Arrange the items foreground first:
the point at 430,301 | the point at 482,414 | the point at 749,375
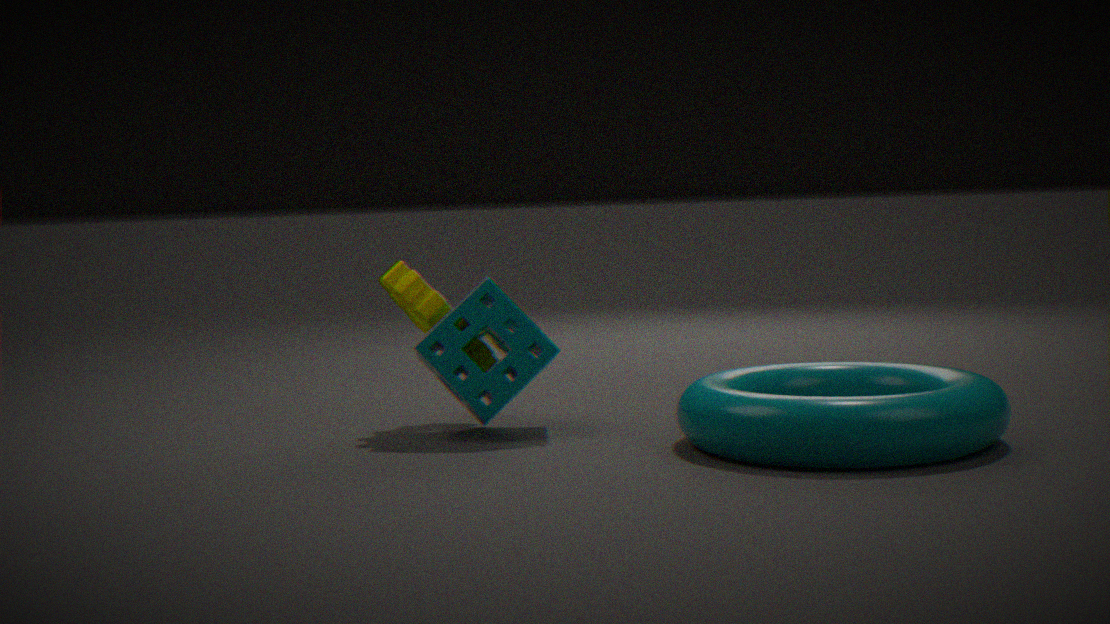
the point at 482,414
the point at 749,375
the point at 430,301
